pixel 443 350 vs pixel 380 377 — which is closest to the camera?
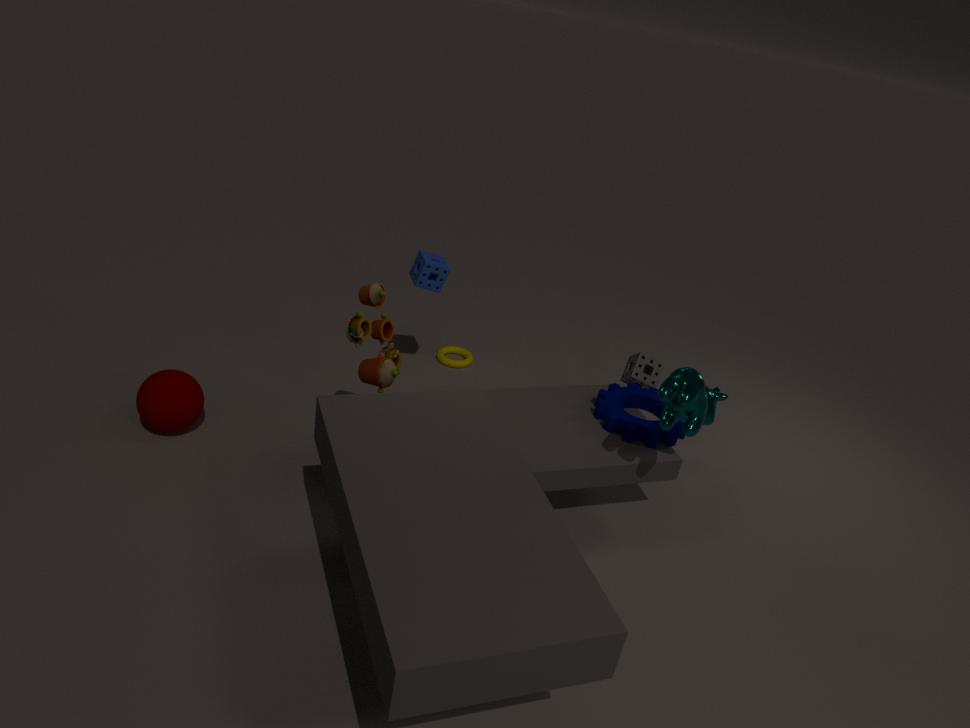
pixel 380 377
